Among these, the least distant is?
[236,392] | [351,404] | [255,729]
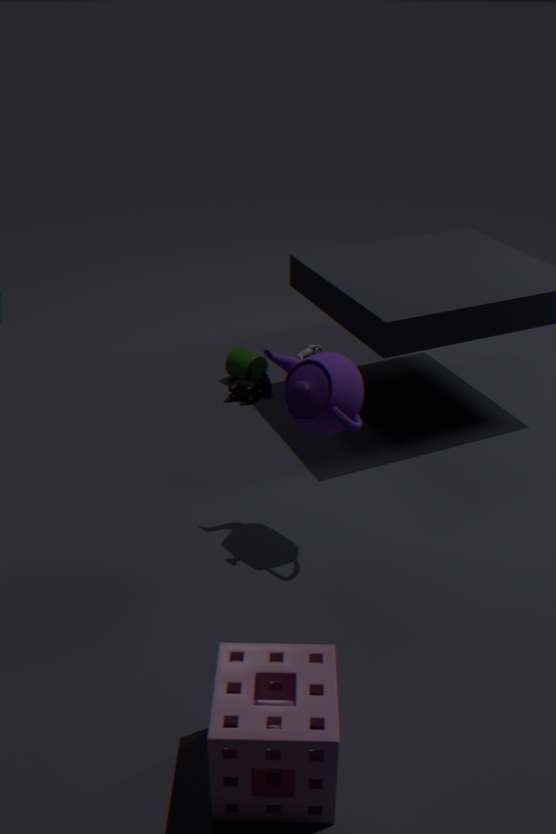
[255,729]
